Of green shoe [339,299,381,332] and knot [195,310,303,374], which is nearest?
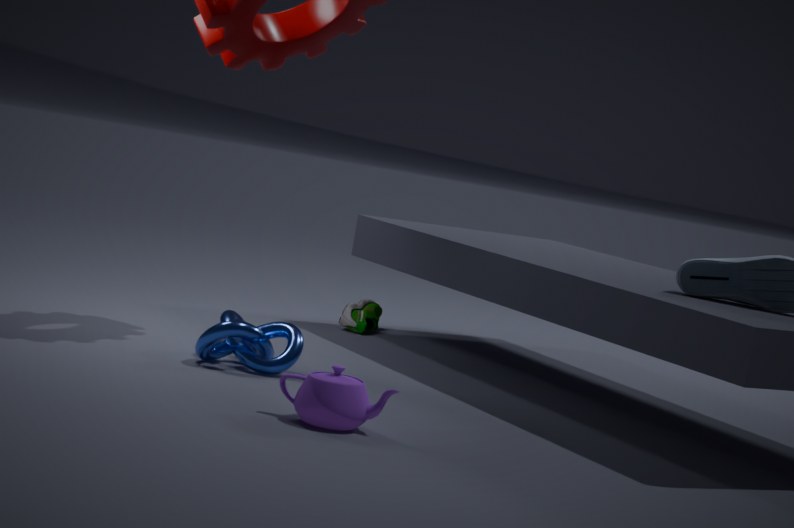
knot [195,310,303,374]
